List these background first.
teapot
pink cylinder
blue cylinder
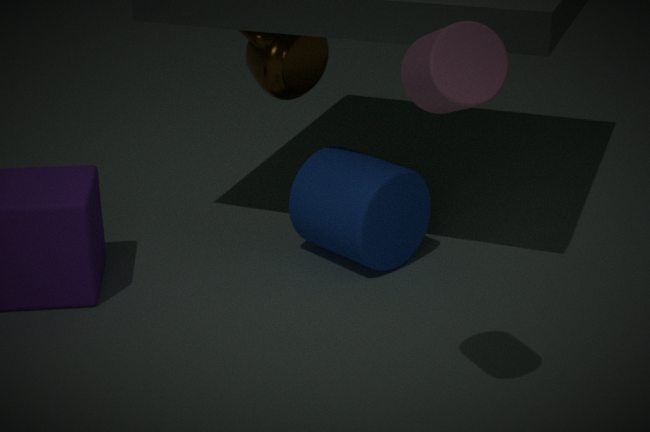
teapot < blue cylinder < pink cylinder
